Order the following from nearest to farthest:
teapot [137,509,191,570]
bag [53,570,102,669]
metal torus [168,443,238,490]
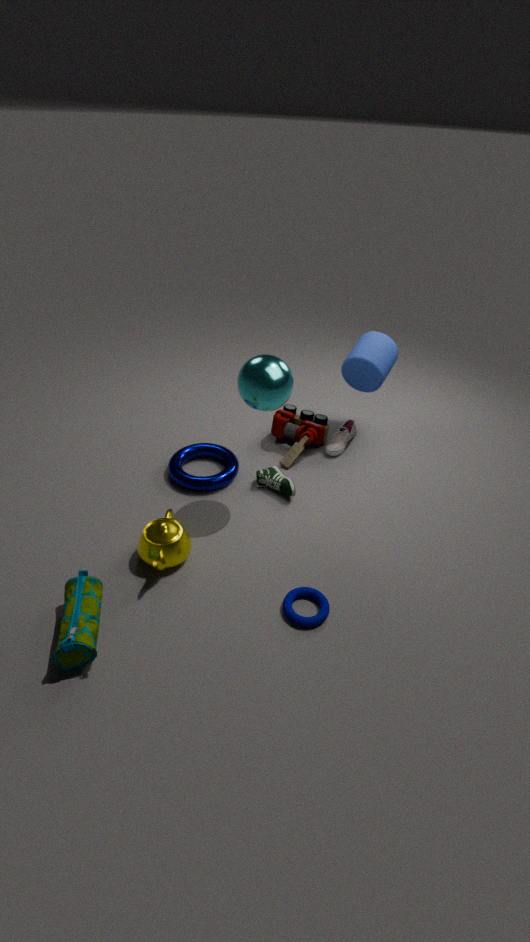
1. bag [53,570,102,669]
2. teapot [137,509,191,570]
3. metal torus [168,443,238,490]
